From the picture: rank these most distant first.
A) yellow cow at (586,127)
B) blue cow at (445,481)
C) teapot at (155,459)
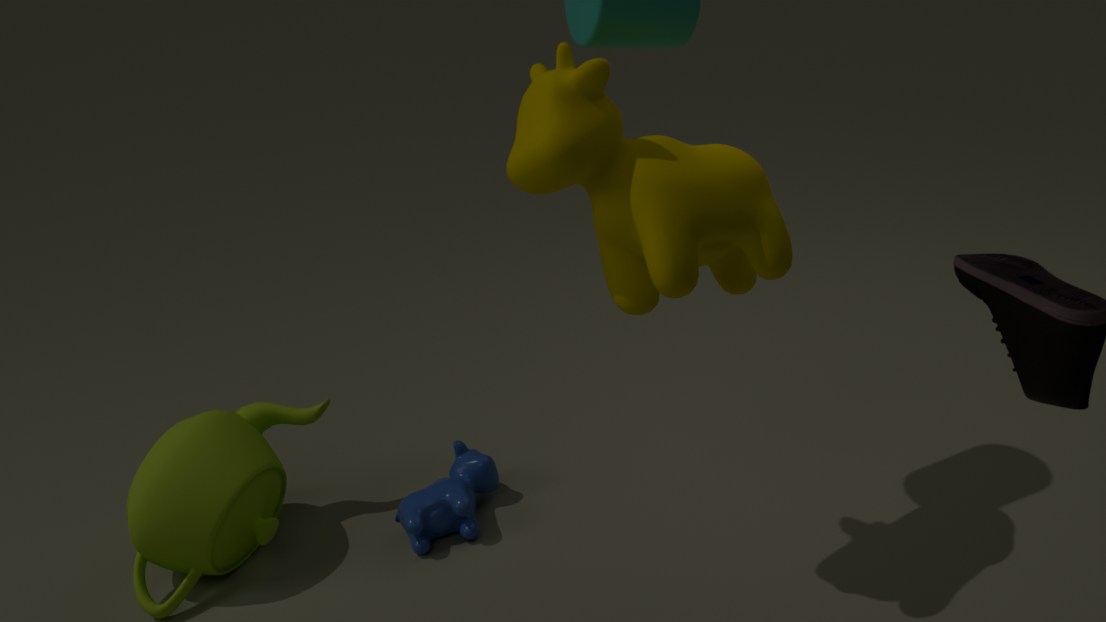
blue cow at (445,481) < teapot at (155,459) < yellow cow at (586,127)
